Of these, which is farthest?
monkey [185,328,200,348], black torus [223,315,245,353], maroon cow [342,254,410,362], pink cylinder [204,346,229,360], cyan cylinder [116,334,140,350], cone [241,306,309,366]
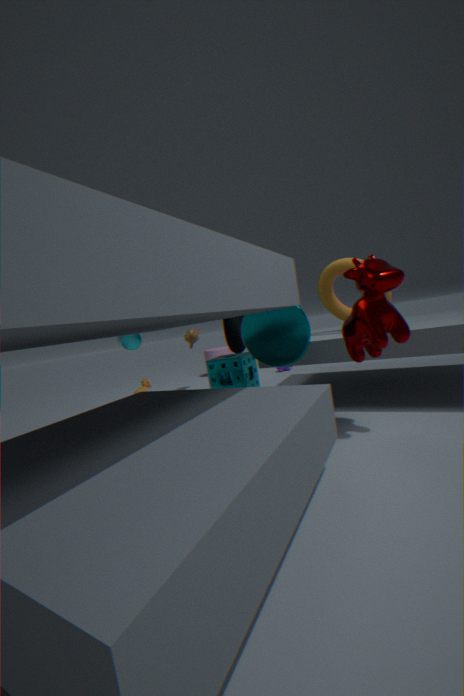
pink cylinder [204,346,229,360]
